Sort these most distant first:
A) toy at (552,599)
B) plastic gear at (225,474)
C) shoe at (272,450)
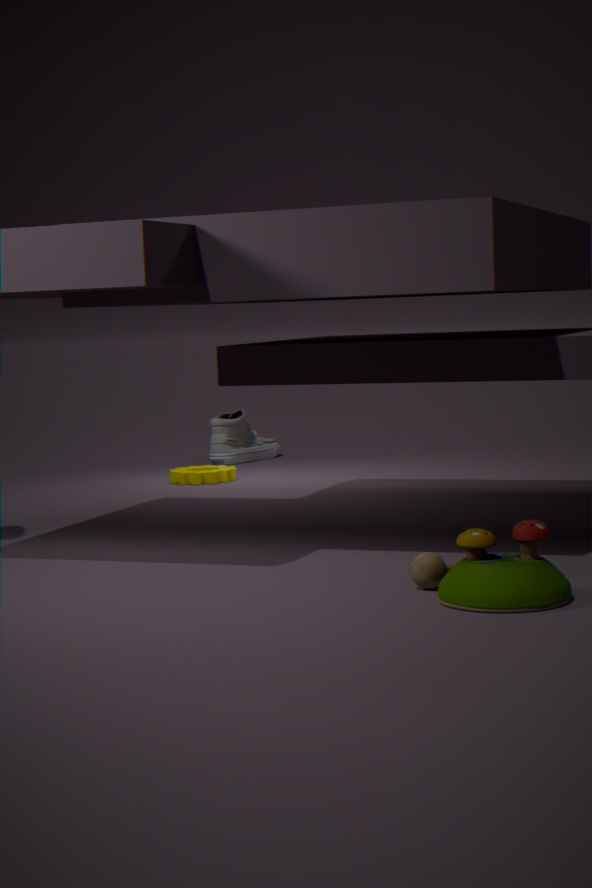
shoe at (272,450), plastic gear at (225,474), toy at (552,599)
